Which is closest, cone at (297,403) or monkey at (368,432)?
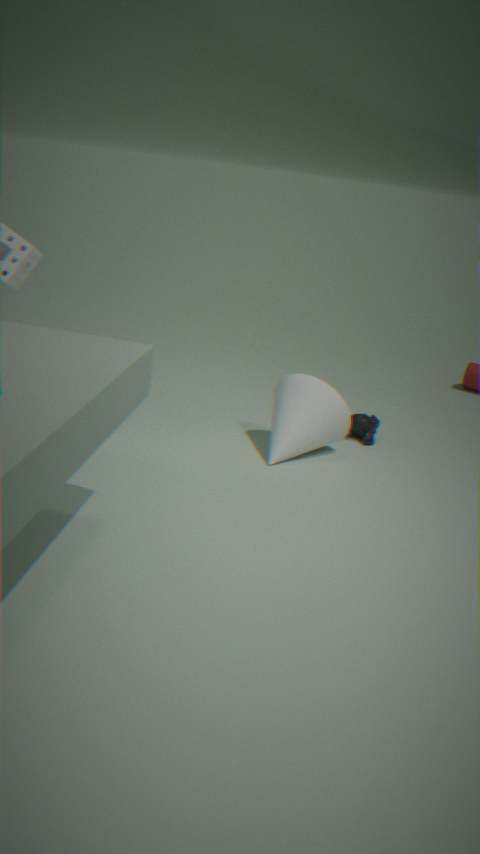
cone at (297,403)
